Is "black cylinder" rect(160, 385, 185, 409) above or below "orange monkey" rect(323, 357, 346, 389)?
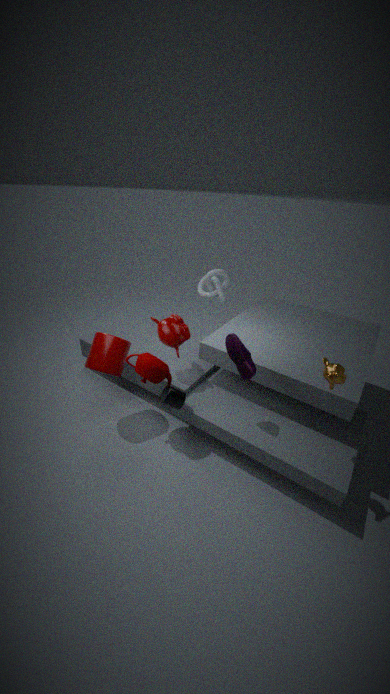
below
